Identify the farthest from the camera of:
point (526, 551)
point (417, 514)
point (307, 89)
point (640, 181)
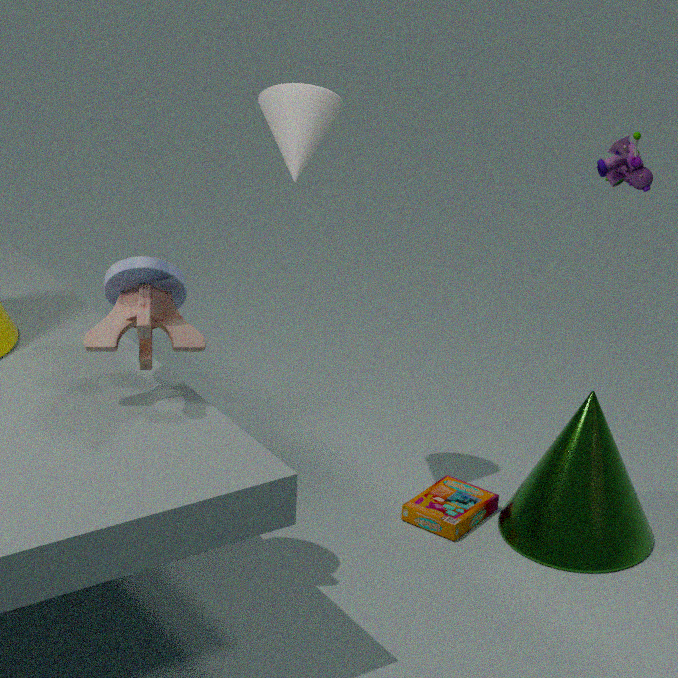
point (417, 514)
